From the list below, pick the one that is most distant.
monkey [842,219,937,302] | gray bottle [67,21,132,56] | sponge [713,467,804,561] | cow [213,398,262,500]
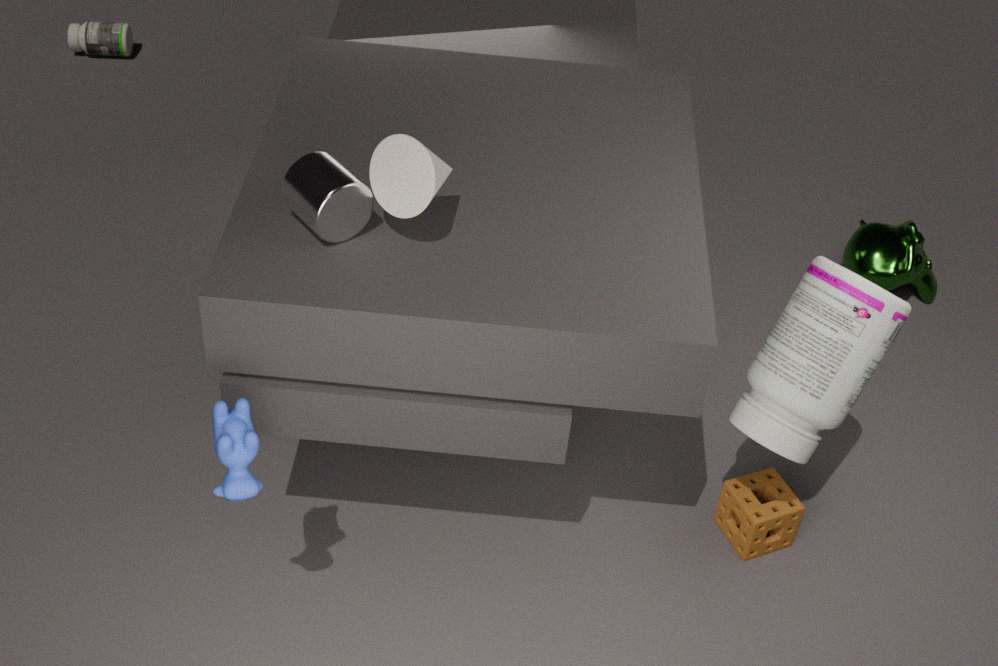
gray bottle [67,21,132,56]
